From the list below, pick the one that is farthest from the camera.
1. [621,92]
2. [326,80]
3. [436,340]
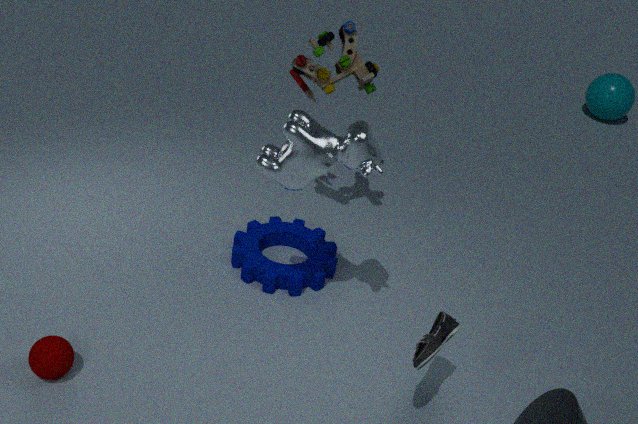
[621,92]
